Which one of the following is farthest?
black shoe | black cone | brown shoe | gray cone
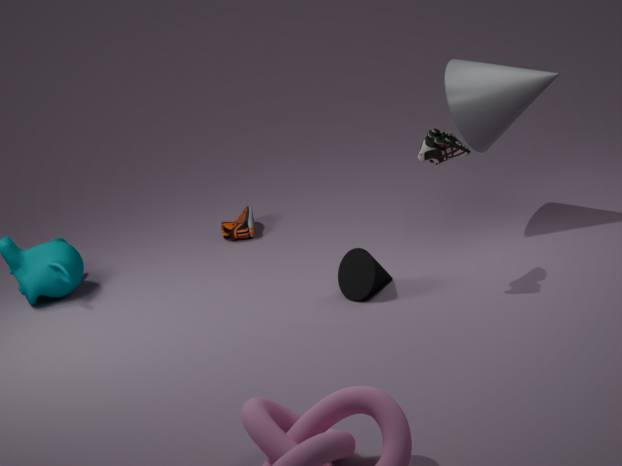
brown shoe
